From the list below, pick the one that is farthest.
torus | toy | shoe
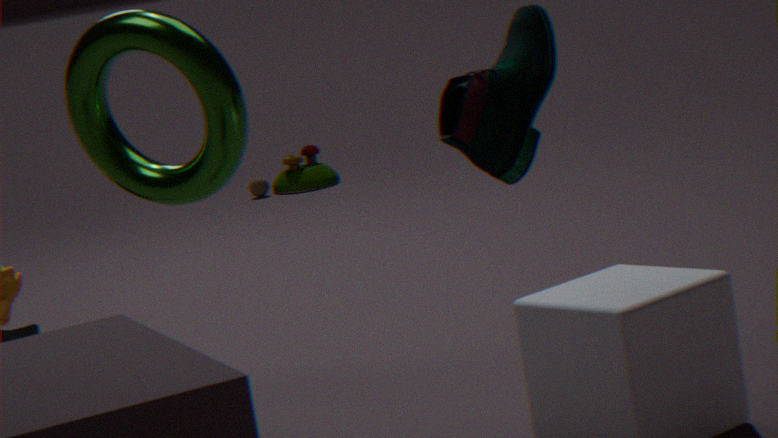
toy
